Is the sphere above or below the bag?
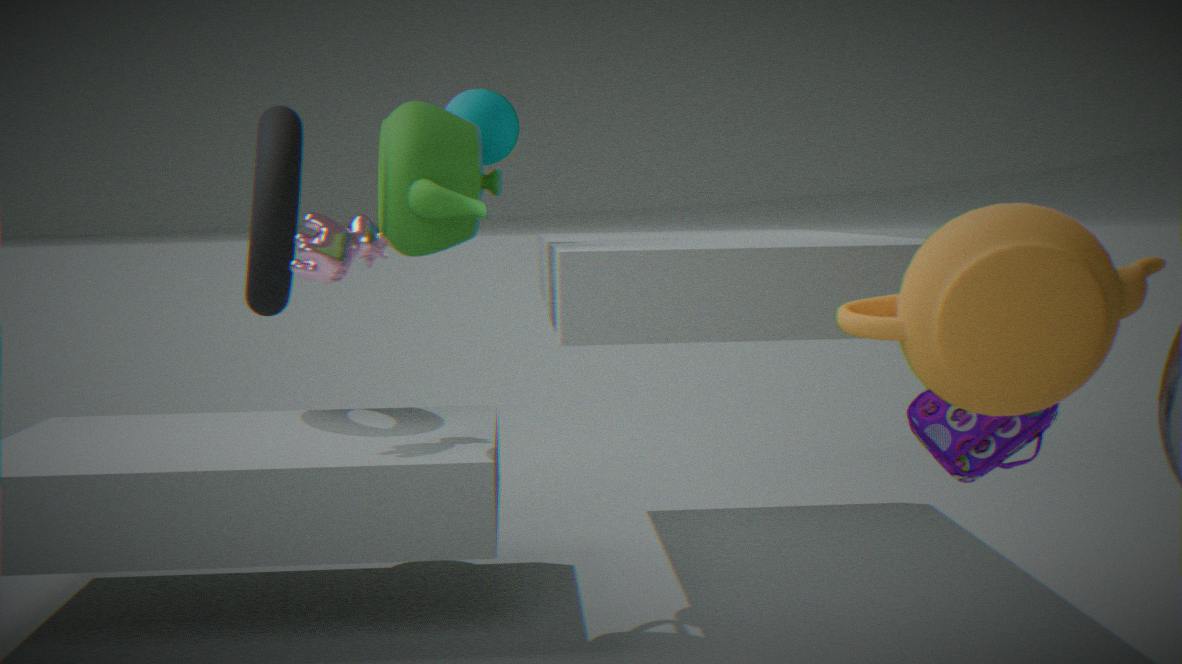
above
